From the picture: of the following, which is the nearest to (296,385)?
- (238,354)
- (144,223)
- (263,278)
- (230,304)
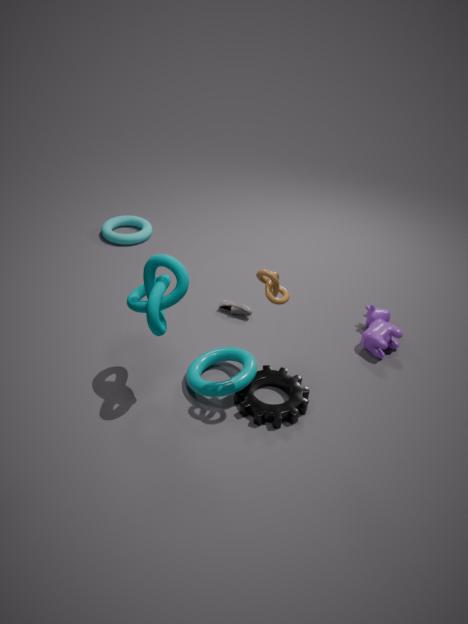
(238,354)
